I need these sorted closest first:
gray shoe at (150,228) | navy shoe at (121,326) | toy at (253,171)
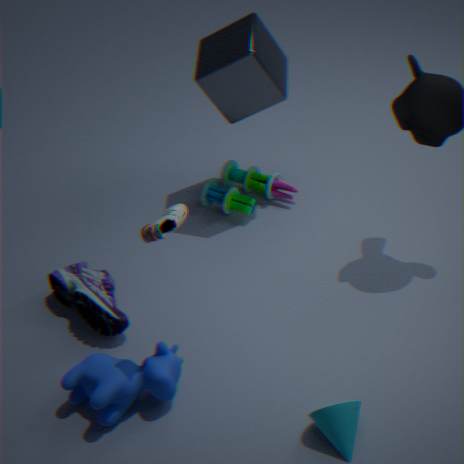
gray shoe at (150,228), navy shoe at (121,326), toy at (253,171)
